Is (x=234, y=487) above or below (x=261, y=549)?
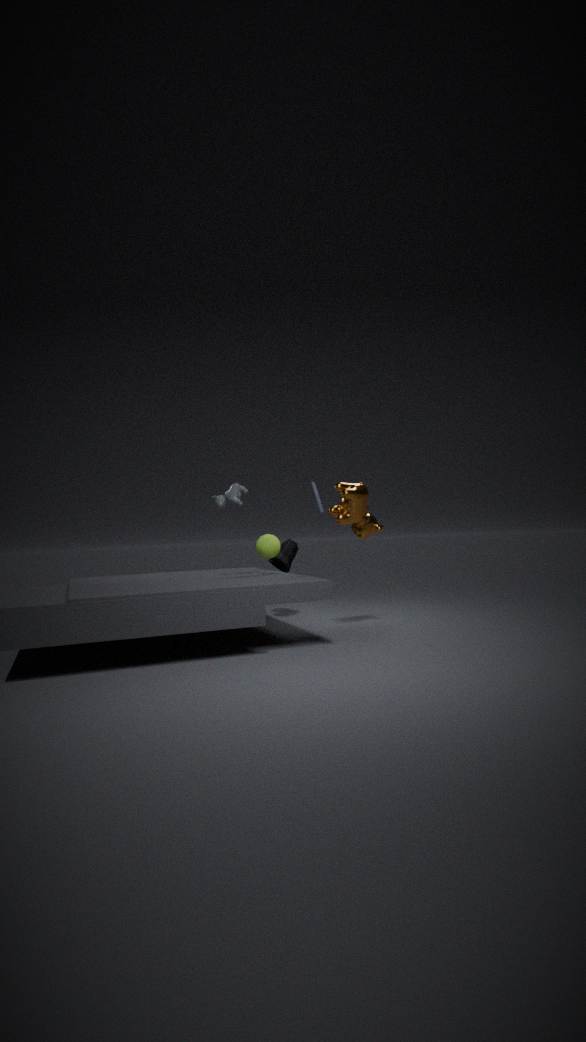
above
